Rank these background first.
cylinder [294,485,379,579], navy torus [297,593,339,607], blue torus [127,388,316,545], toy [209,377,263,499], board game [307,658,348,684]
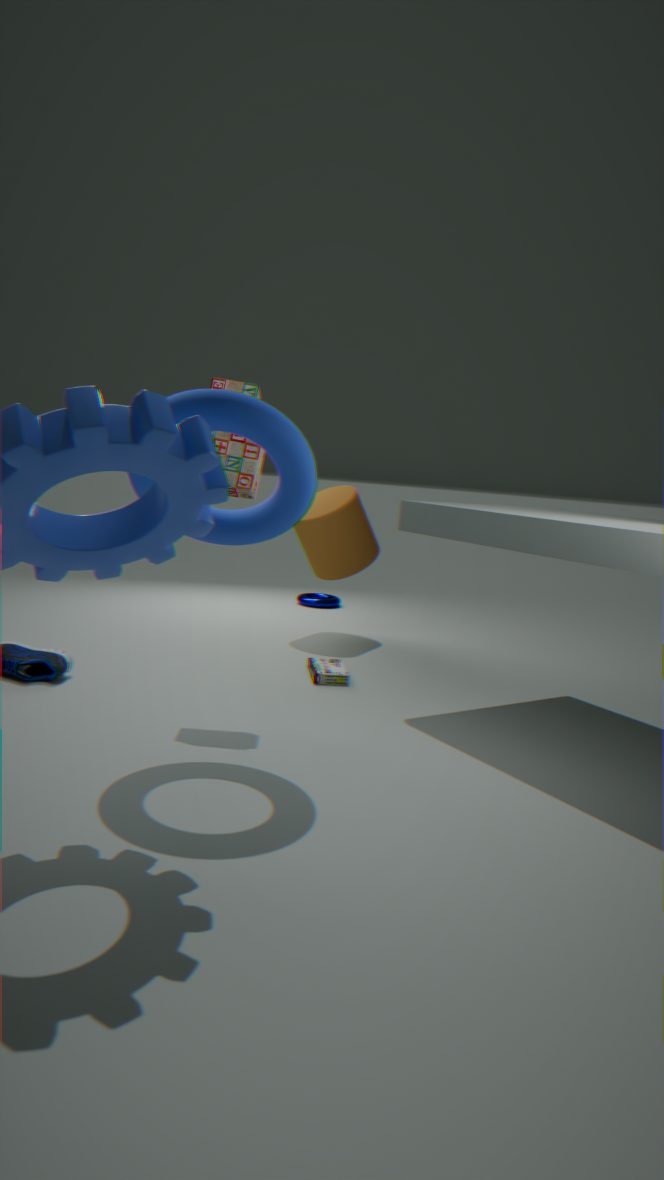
navy torus [297,593,339,607]
cylinder [294,485,379,579]
board game [307,658,348,684]
toy [209,377,263,499]
blue torus [127,388,316,545]
